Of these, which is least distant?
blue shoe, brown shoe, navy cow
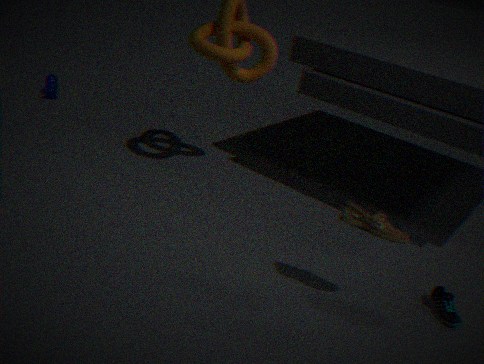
brown shoe
